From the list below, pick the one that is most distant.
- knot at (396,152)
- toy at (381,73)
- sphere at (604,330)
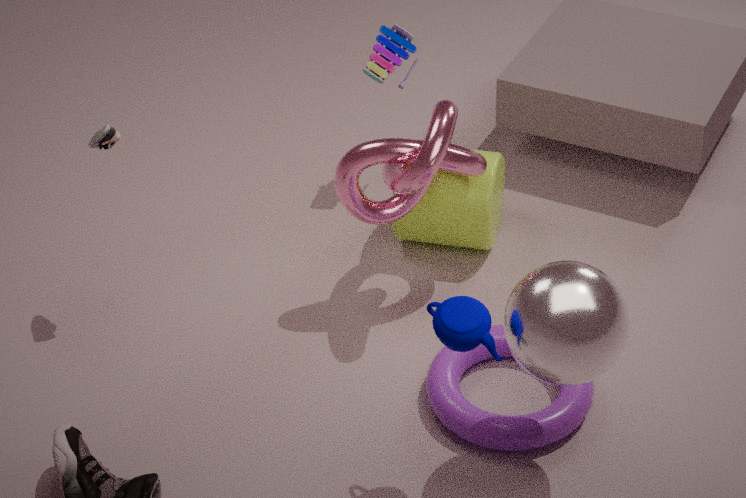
toy at (381,73)
